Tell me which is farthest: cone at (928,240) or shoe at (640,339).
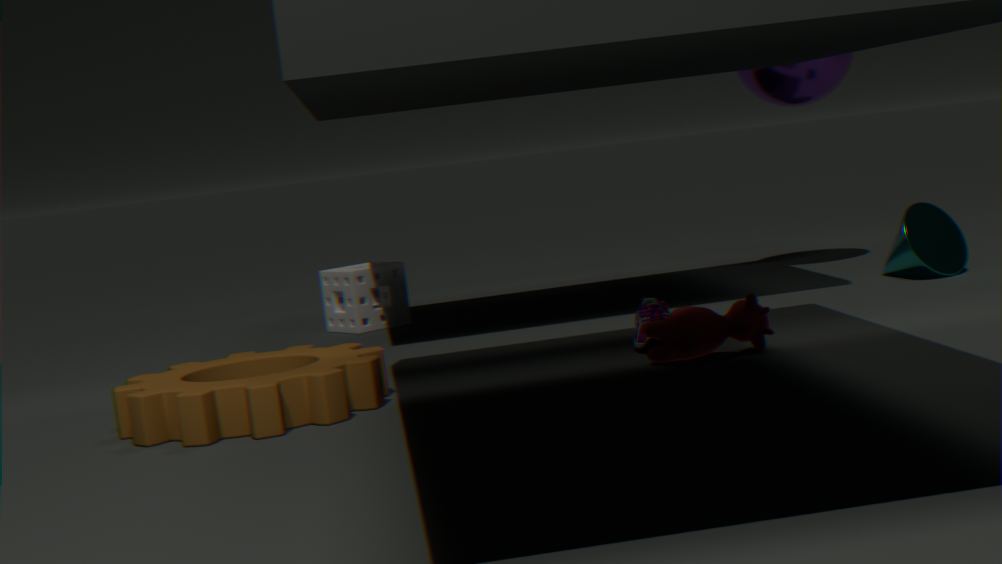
cone at (928,240)
